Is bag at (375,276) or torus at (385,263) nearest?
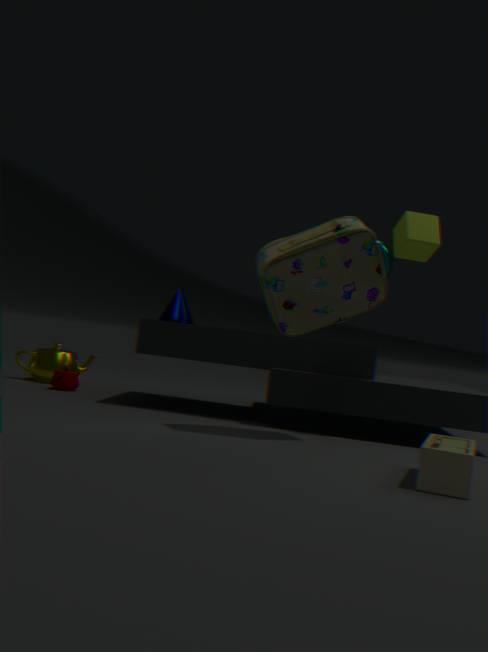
bag at (375,276)
